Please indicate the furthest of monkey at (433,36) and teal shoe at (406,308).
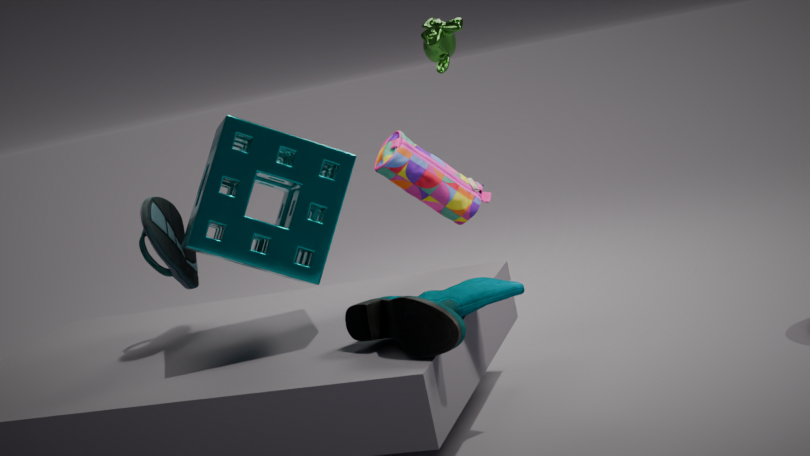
monkey at (433,36)
